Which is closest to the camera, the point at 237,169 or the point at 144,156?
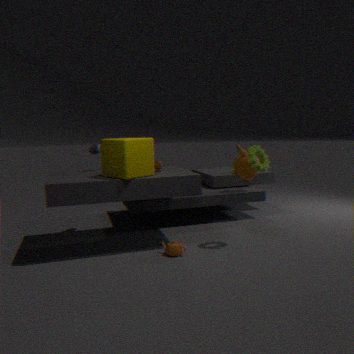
the point at 144,156
